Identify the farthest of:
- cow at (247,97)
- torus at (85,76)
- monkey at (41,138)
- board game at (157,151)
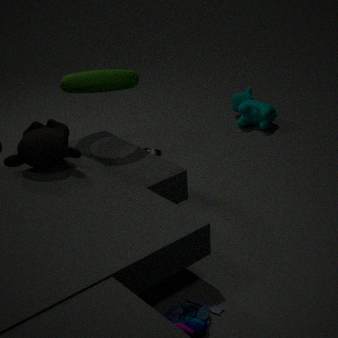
cow at (247,97)
